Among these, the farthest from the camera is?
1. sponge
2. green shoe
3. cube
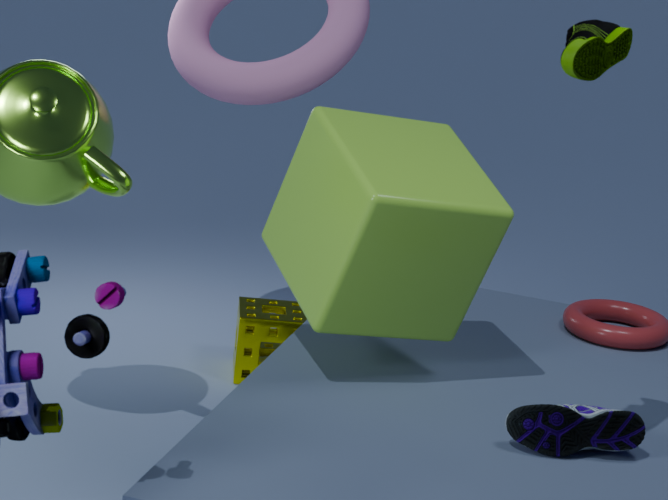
sponge
